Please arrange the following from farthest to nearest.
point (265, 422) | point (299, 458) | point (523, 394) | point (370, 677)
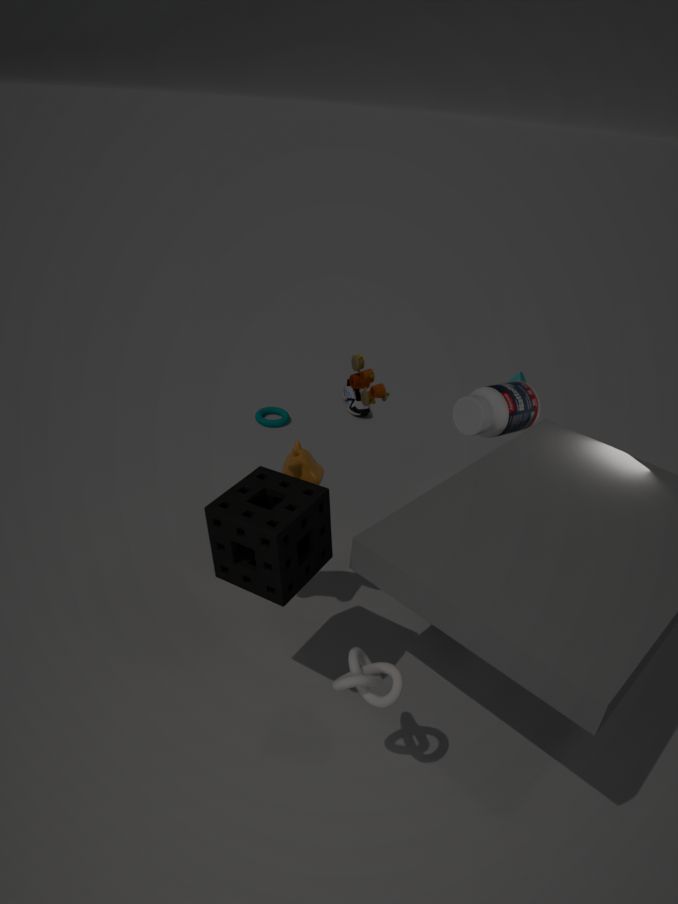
1. point (265, 422)
2. point (523, 394)
3. point (299, 458)
4. point (370, 677)
